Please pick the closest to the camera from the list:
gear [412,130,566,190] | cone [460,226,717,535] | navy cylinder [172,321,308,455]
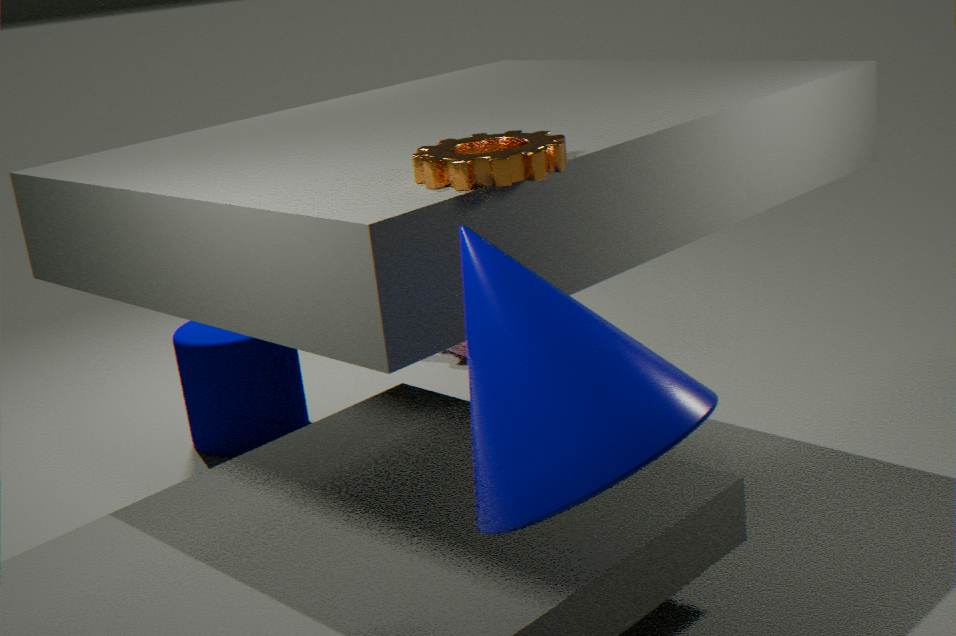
cone [460,226,717,535]
